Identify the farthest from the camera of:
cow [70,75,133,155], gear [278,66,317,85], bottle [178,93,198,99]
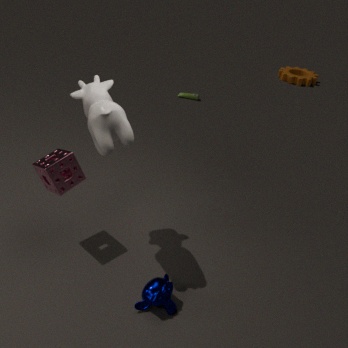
gear [278,66,317,85]
